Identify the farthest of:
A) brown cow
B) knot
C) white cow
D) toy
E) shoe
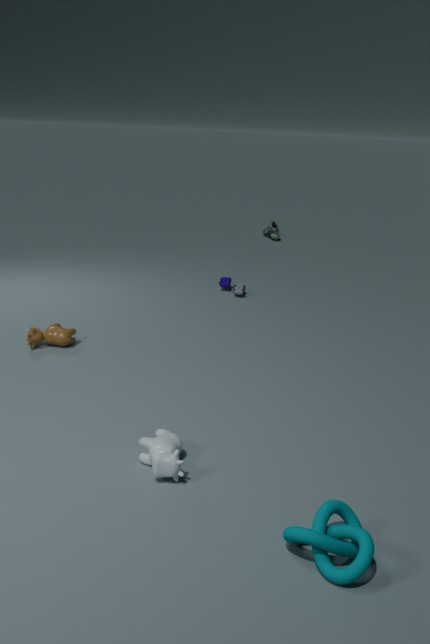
shoe
